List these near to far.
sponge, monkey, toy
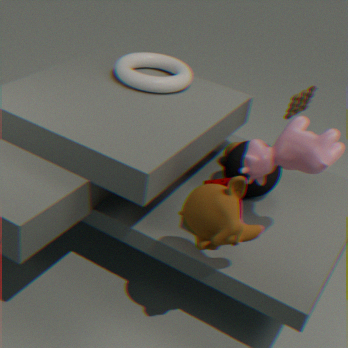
monkey → sponge → toy
